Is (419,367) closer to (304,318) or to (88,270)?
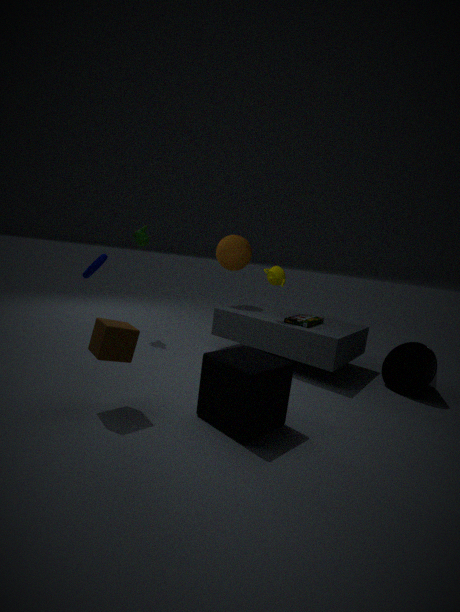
(304,318)
